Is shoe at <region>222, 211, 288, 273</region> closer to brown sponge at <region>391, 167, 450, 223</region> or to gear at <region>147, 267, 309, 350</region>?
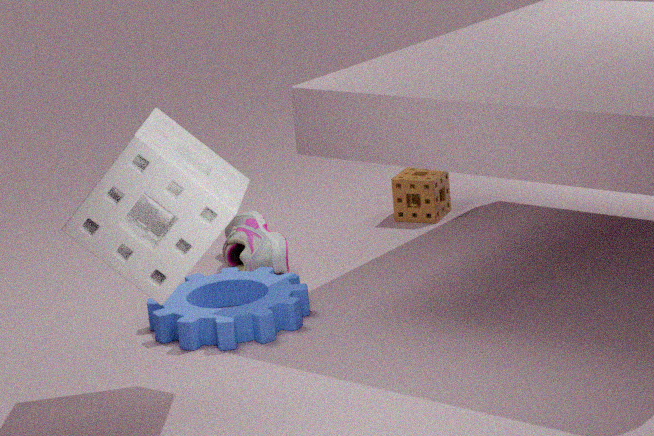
gear at <region>147, 267, 309, 350</region>
